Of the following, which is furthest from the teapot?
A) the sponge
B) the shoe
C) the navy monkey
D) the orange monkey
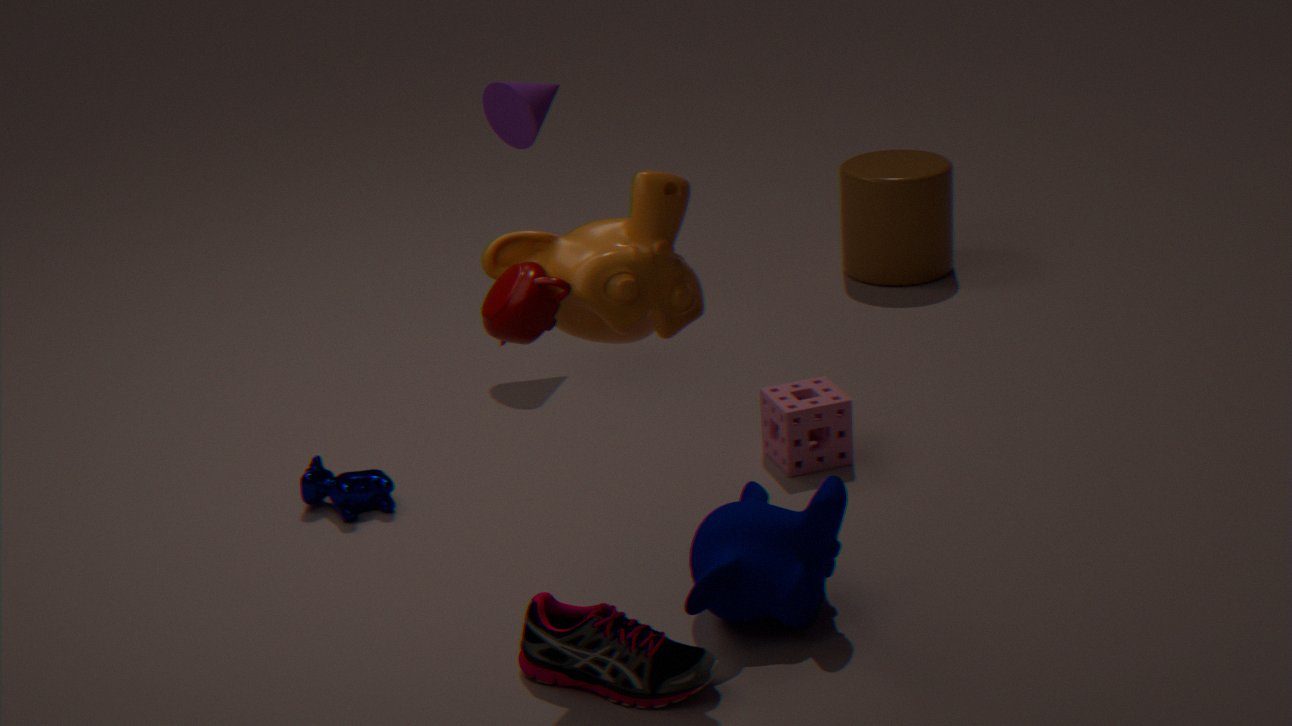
the sponge
